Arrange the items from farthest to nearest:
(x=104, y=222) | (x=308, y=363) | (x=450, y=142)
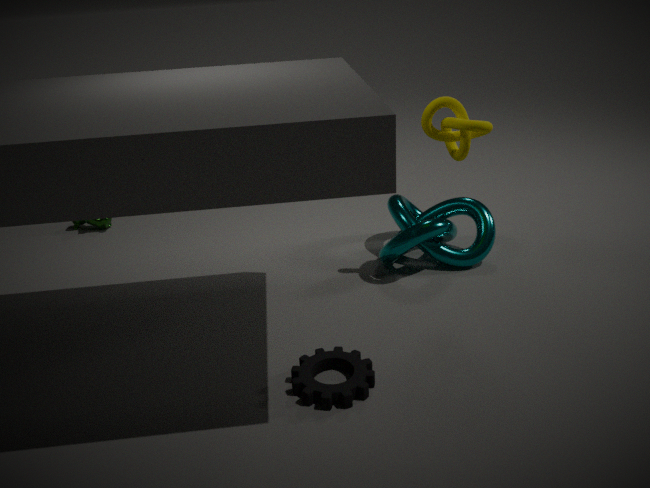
(x=104, y=222), (x=450, y=142), (x=308, y=363)
